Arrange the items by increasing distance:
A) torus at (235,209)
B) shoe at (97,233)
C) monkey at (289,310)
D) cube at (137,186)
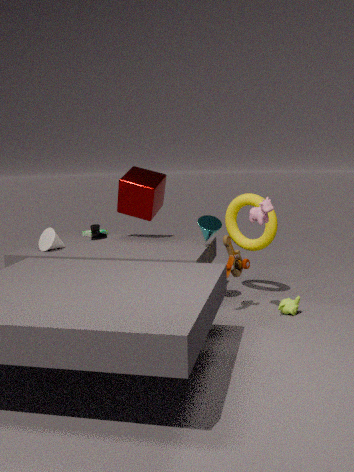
monkey at (289,310) → torus at (235,209) → cube at (137,186) → shoe at (97,233)
